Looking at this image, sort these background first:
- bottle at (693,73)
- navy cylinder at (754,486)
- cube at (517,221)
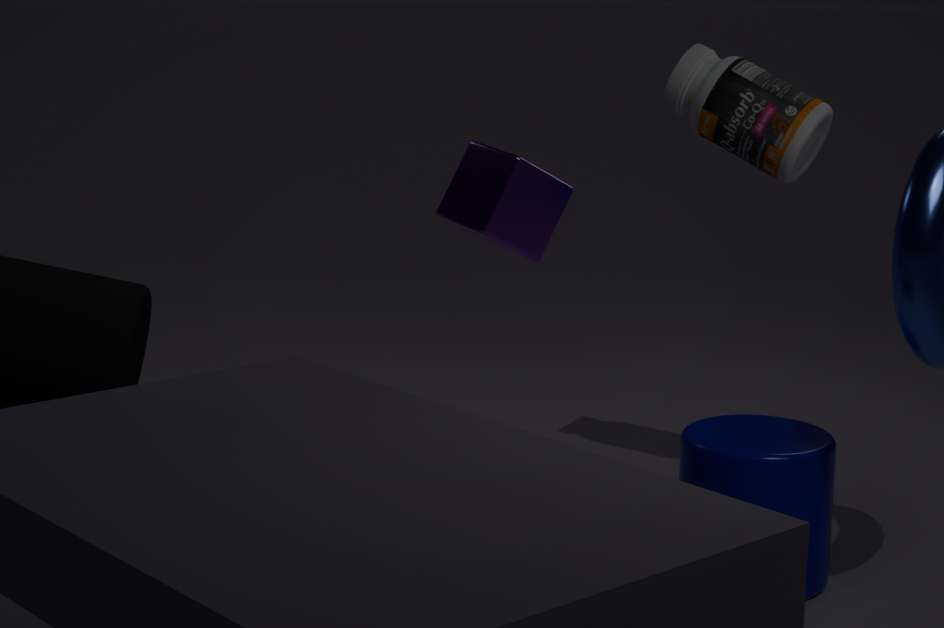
1. bottle at (693,73)
2. navy cylinder at (754,486)
3. cube at (517,221)
